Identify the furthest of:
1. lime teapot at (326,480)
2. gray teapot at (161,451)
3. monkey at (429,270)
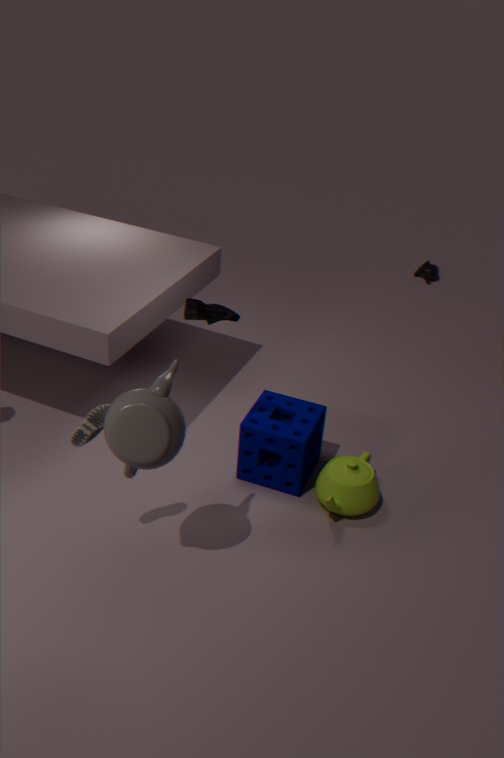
monkey at (429,270)
